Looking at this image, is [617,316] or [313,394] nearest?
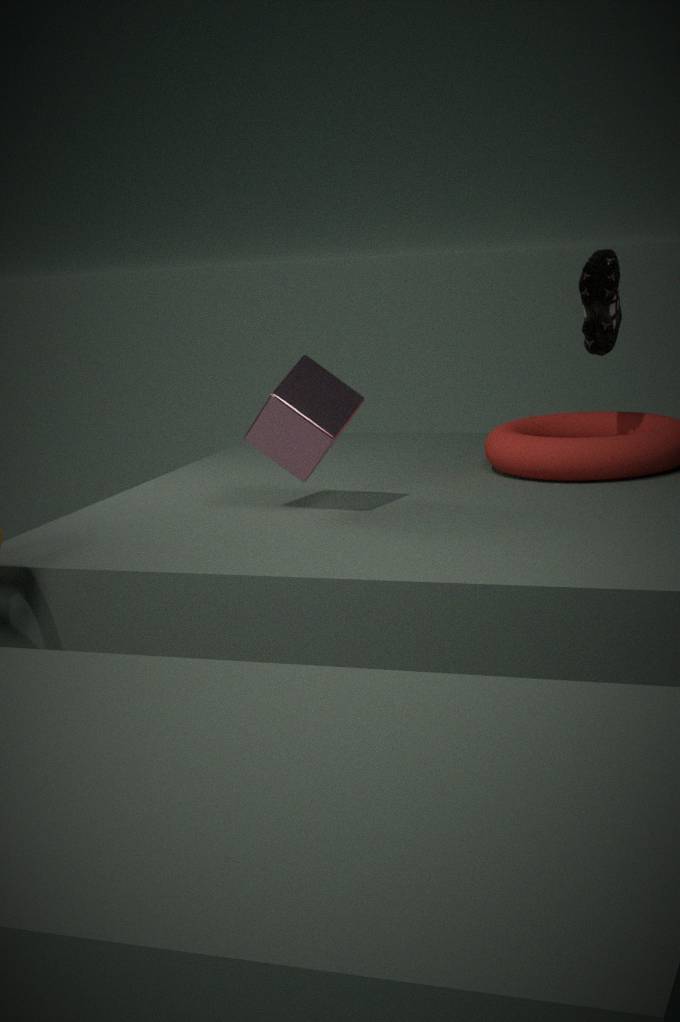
[313,394]
